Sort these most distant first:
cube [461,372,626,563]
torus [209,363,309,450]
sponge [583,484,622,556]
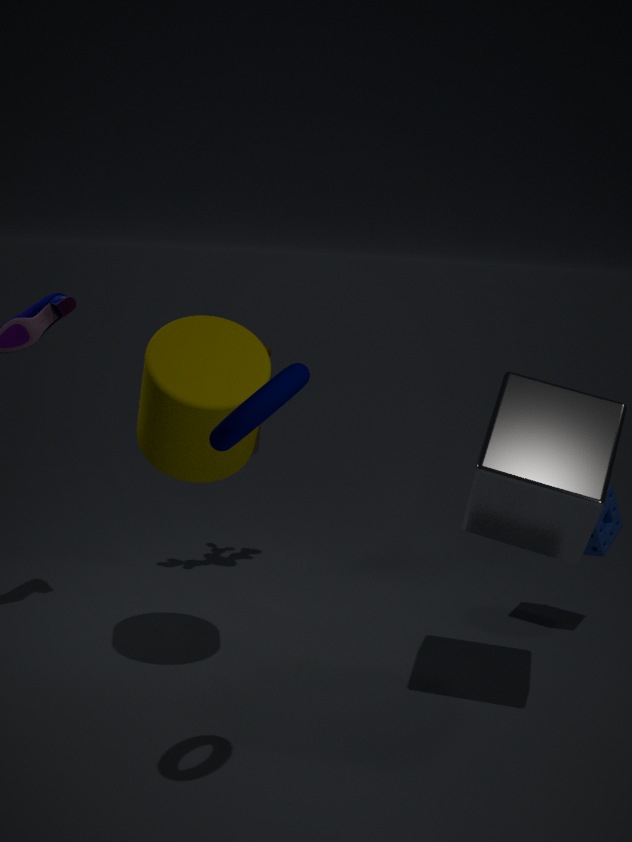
1. sponge [583,484,622,556]
2. cube [461,372,626,563]
3. torus [209,363,309,450]
